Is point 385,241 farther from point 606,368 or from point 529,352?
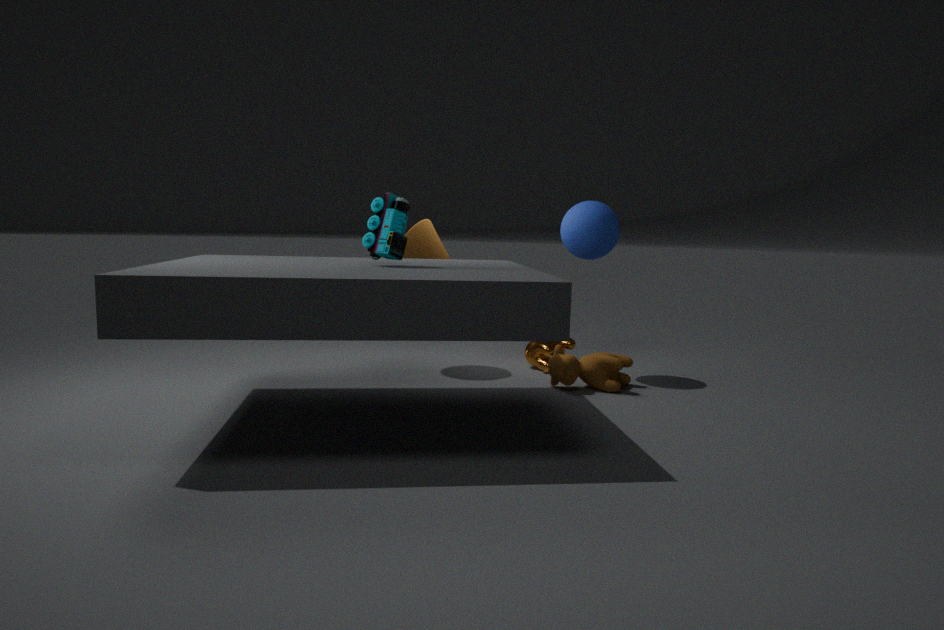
point 529,352
